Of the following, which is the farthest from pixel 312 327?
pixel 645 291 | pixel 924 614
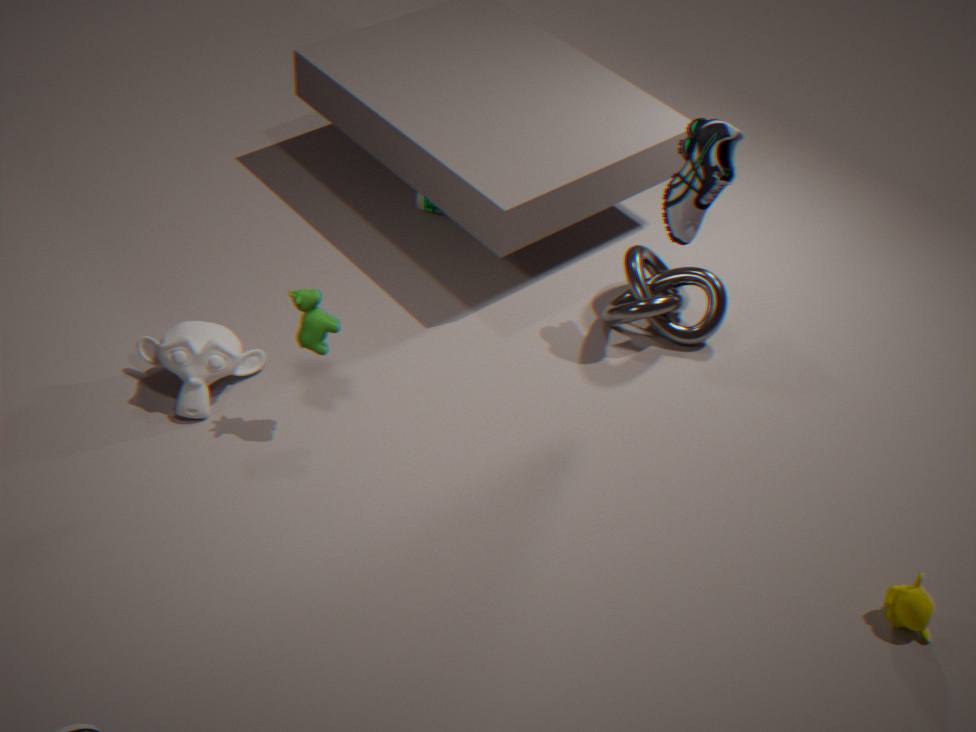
pixel 924 614
